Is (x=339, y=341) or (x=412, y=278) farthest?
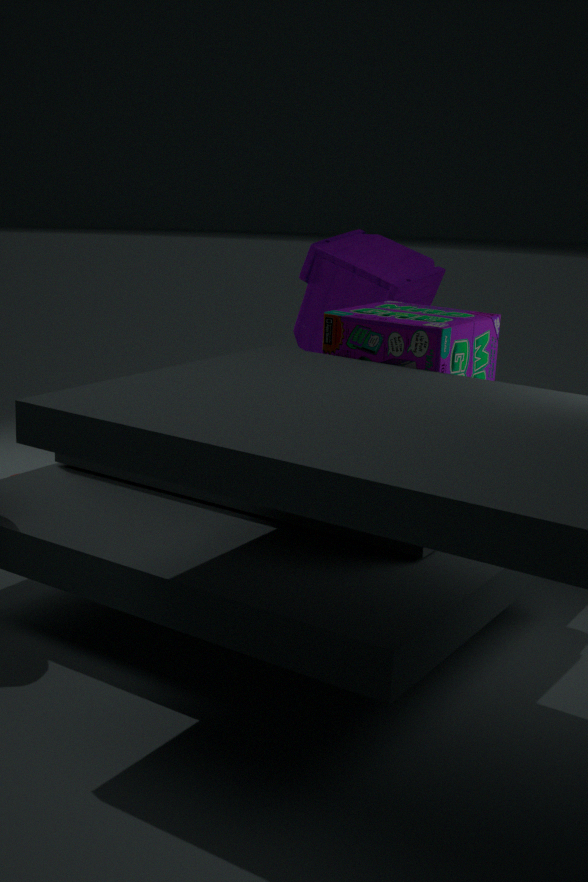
(x=412, y=278)
